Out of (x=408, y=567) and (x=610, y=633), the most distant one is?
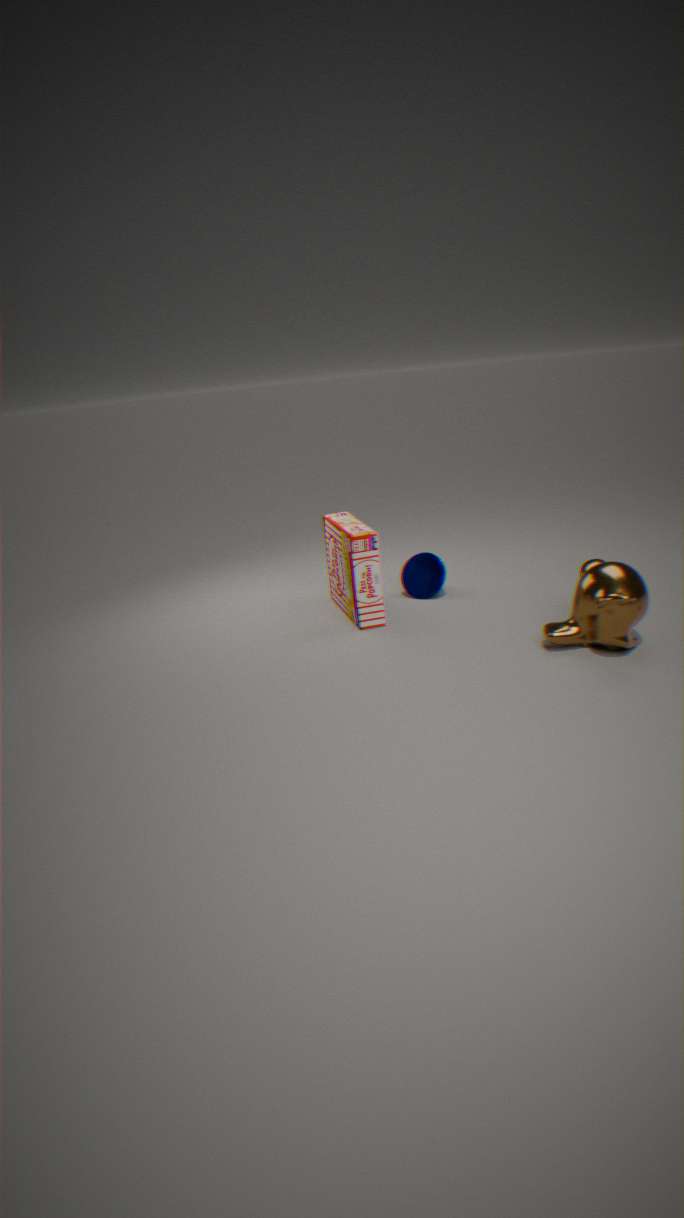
(x=408, y=567)
